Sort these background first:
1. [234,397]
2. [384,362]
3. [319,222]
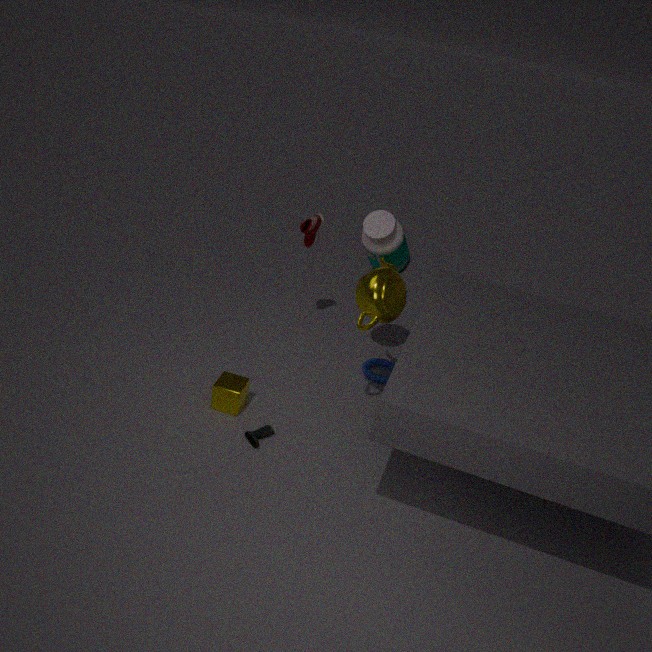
[384,362]
[319,222]
[234,397]
